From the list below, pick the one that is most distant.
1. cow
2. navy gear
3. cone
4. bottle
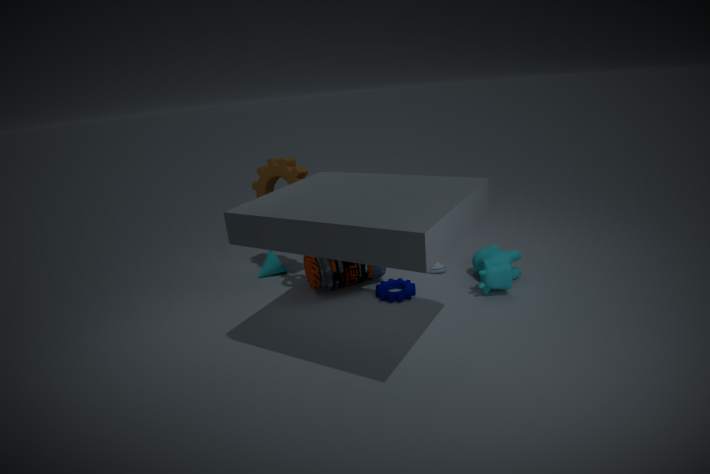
cone
